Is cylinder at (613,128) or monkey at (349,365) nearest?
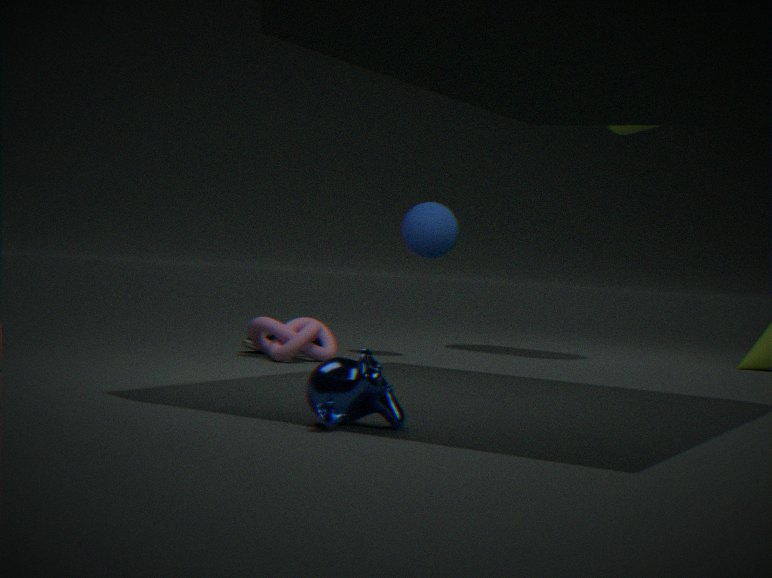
monkey at (349,365)
